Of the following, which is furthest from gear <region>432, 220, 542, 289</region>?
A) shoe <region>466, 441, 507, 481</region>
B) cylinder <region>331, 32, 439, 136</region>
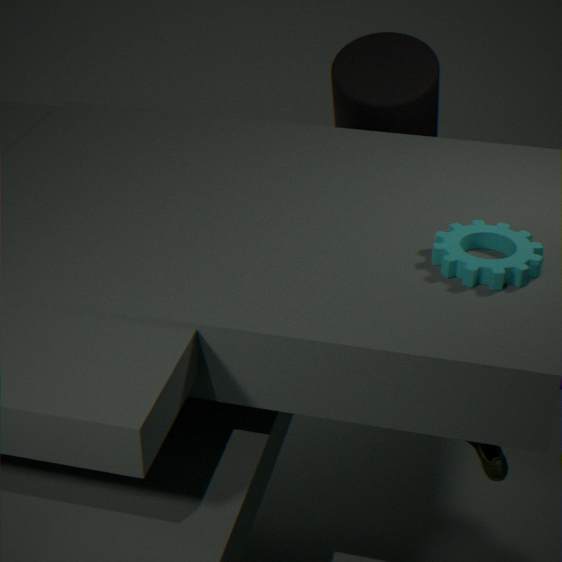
cylinder <region>331, 32, 439, 136</region>
